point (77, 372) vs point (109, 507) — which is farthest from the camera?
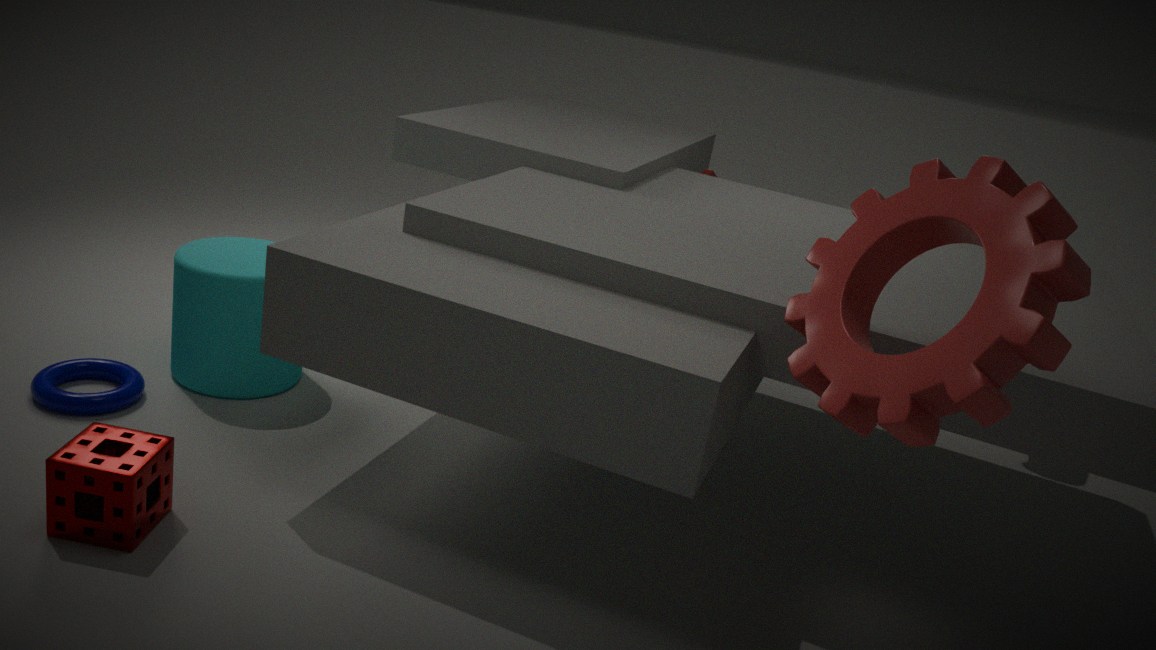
point (77, 372)
